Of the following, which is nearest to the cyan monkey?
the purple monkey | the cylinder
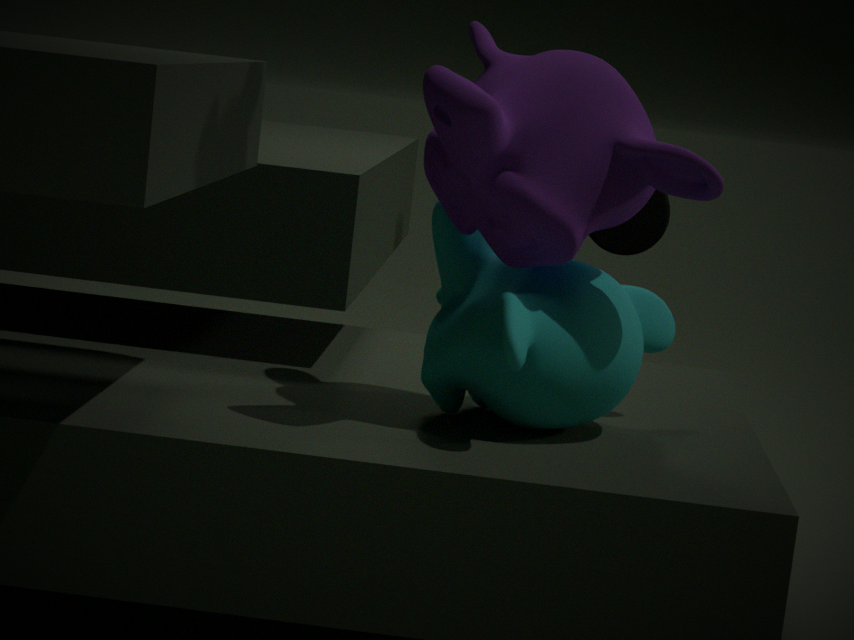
the purple monkey
